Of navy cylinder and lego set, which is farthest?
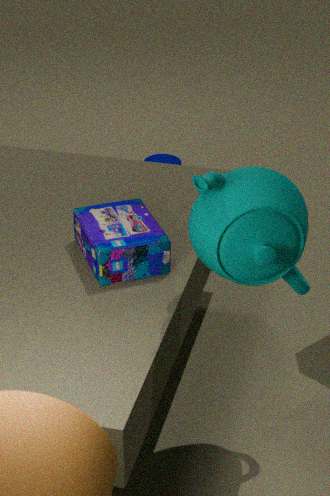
navy cylinder
